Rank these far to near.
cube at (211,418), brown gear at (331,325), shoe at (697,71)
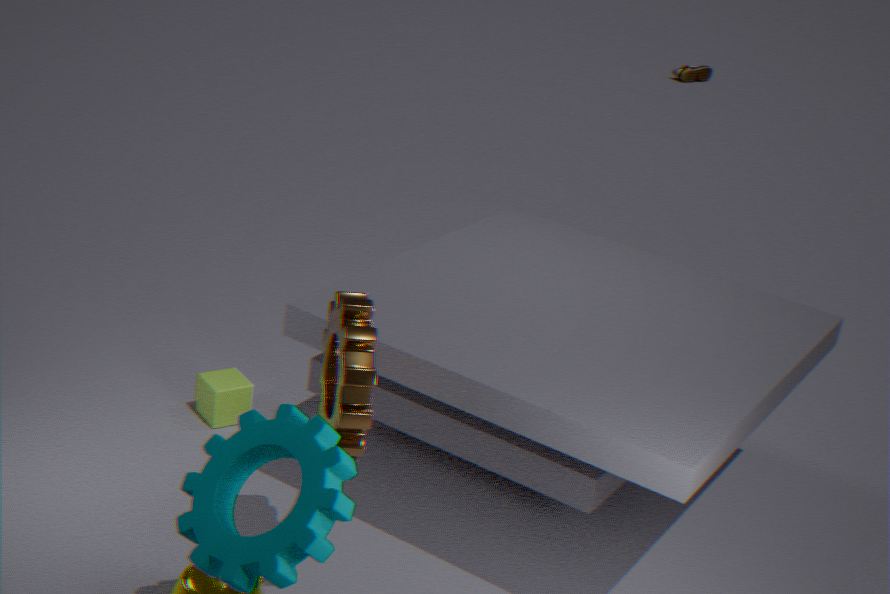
shoe at (697,71) → cube at (211,418) → brown gear at (331,325)
